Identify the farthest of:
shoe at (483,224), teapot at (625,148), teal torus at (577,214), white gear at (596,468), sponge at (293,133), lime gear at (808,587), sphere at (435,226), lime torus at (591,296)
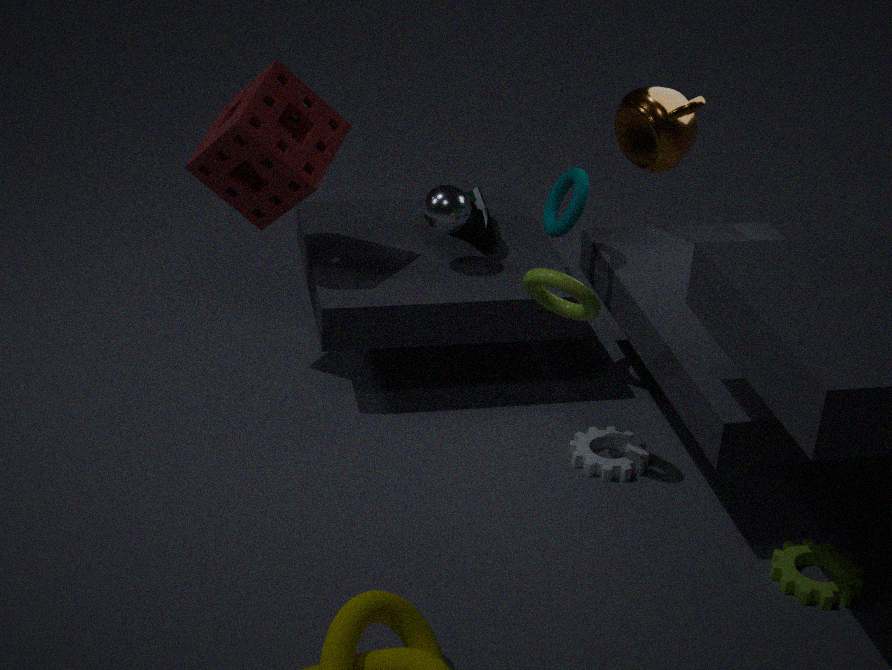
shoe at (483,224)
